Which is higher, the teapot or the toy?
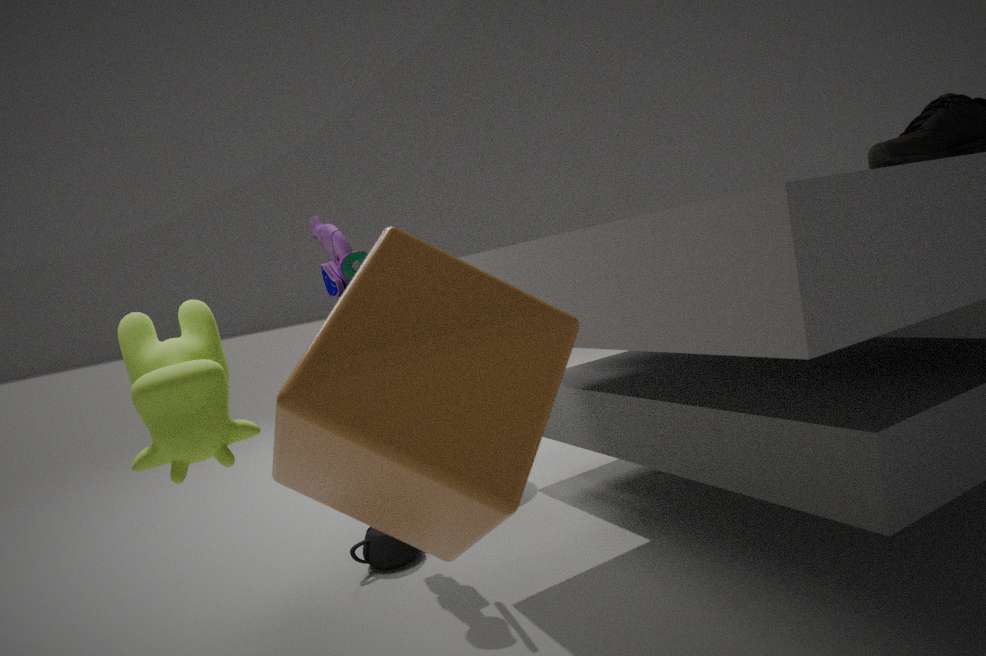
the toy
